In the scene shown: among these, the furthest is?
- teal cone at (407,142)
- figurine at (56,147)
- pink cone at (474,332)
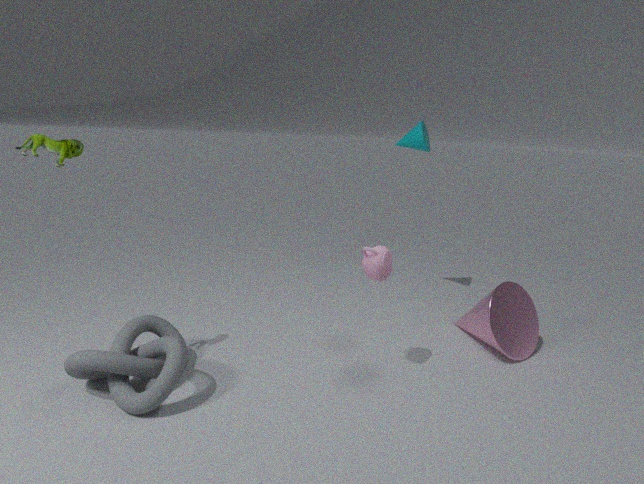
teal cone at (407,142)
